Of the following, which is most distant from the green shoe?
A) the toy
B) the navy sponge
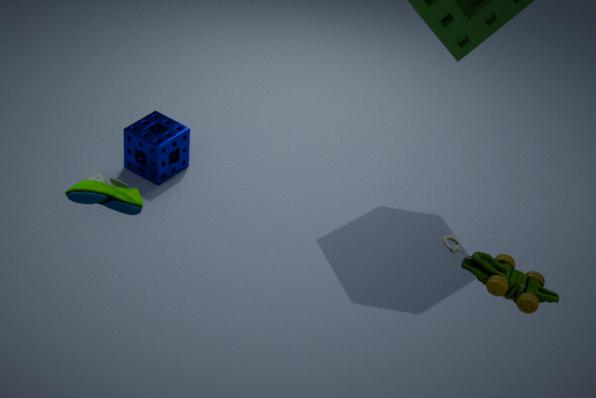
the navy sponge
